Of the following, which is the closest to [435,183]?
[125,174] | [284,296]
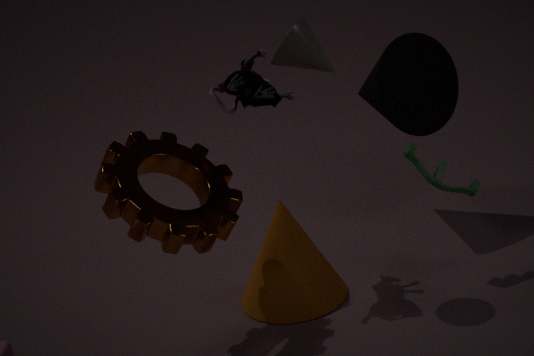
[284,296]
